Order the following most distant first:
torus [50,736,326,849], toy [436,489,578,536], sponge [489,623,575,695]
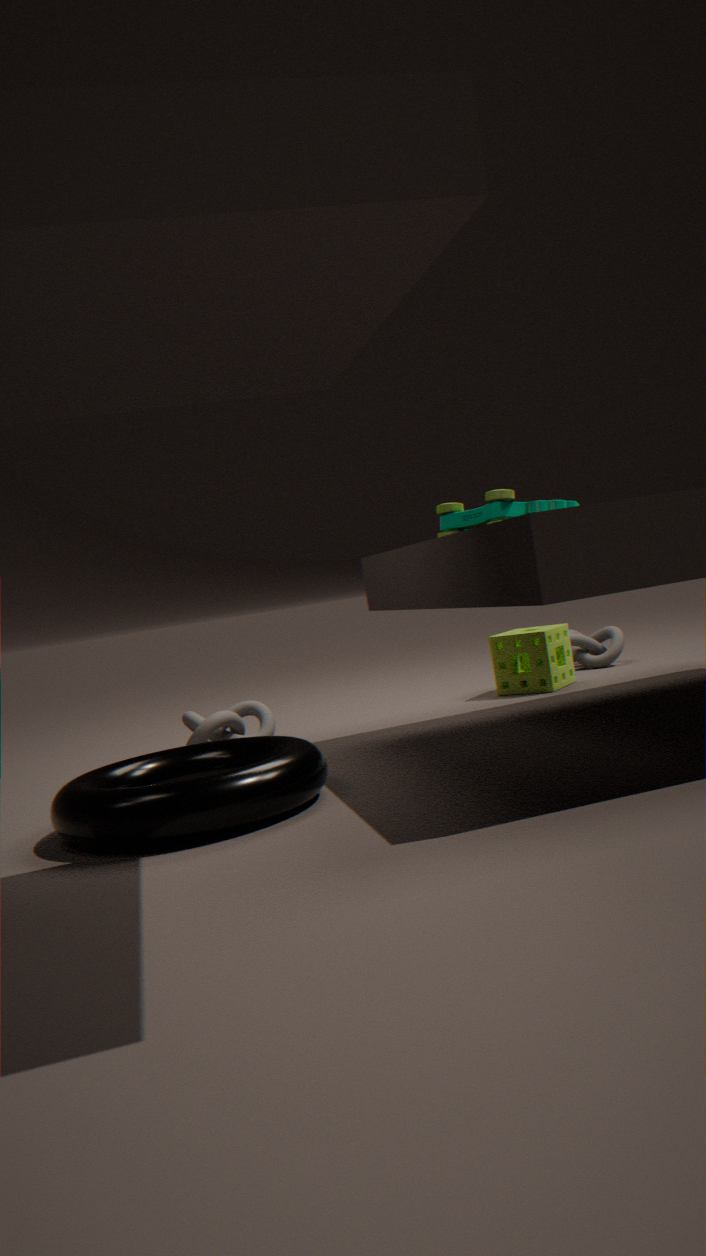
sponge [489,623,575,695]
toy [436,489,578,536]
torus [50,736,326,849]
